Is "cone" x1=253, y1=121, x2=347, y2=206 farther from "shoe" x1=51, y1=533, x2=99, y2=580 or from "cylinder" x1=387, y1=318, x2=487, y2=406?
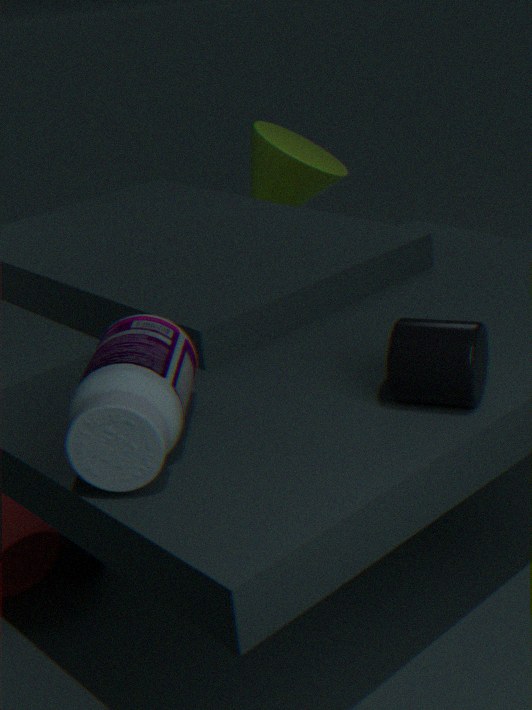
"cylinder" x1=387, y1=318, x2=487, y2=406
